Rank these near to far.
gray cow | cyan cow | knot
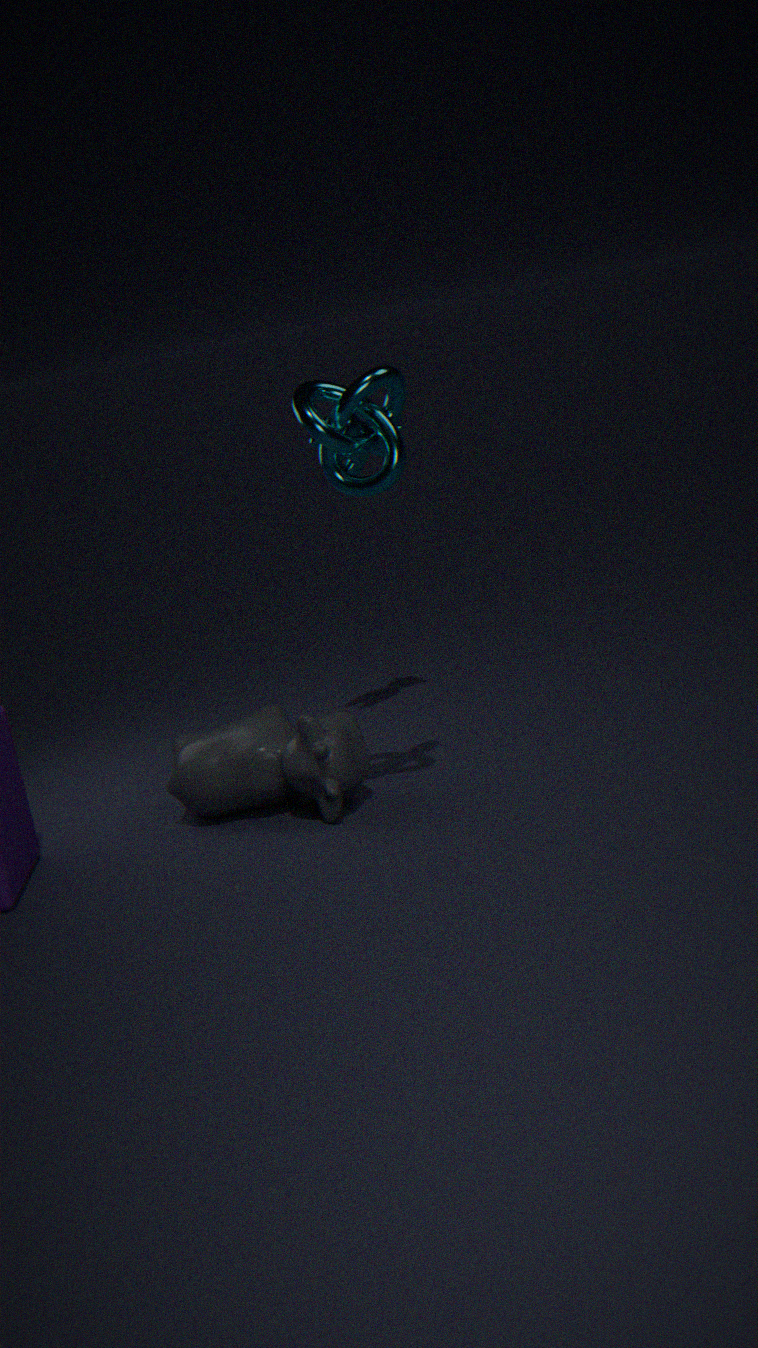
knot
gray cow
cyan cow
